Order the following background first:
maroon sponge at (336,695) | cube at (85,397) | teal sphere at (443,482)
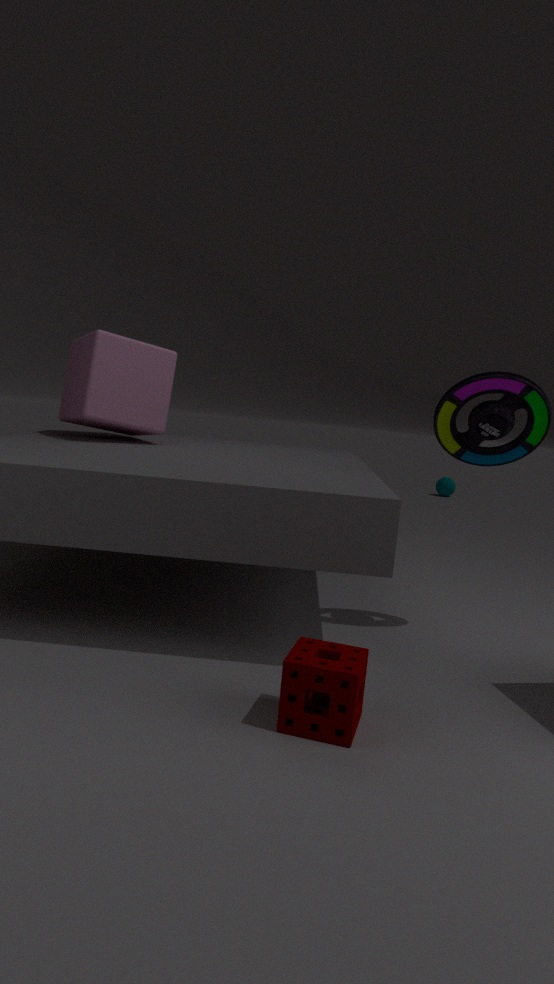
teal sphere at (443,482) < cube at (85,397) < maroon sponge at (336,695)
